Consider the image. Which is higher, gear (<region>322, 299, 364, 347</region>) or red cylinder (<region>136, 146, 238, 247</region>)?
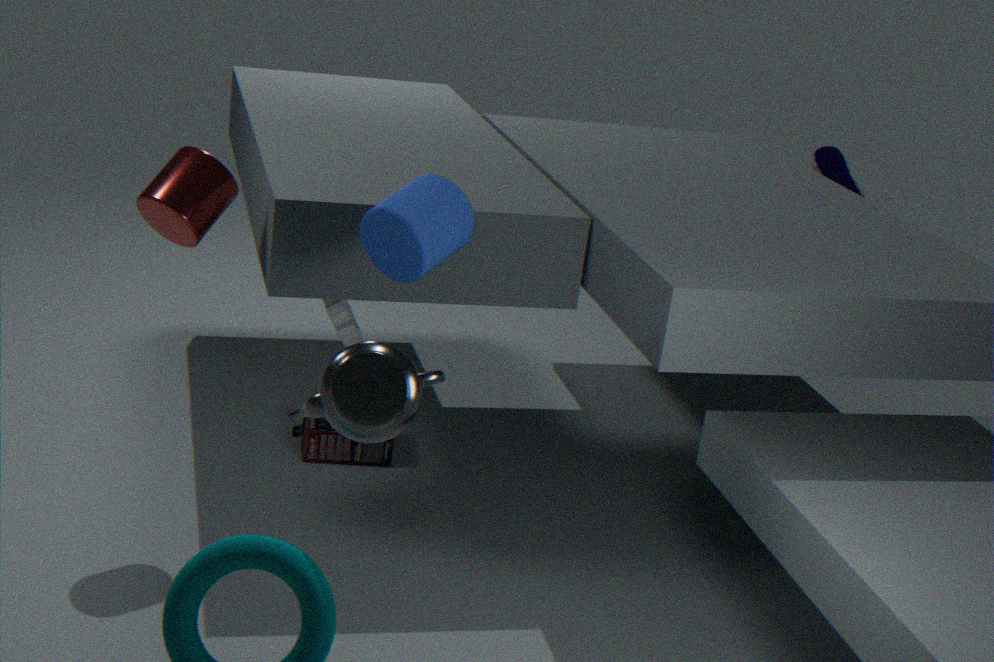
red cylinder (<region>136, 146, 238, 247</region>)
